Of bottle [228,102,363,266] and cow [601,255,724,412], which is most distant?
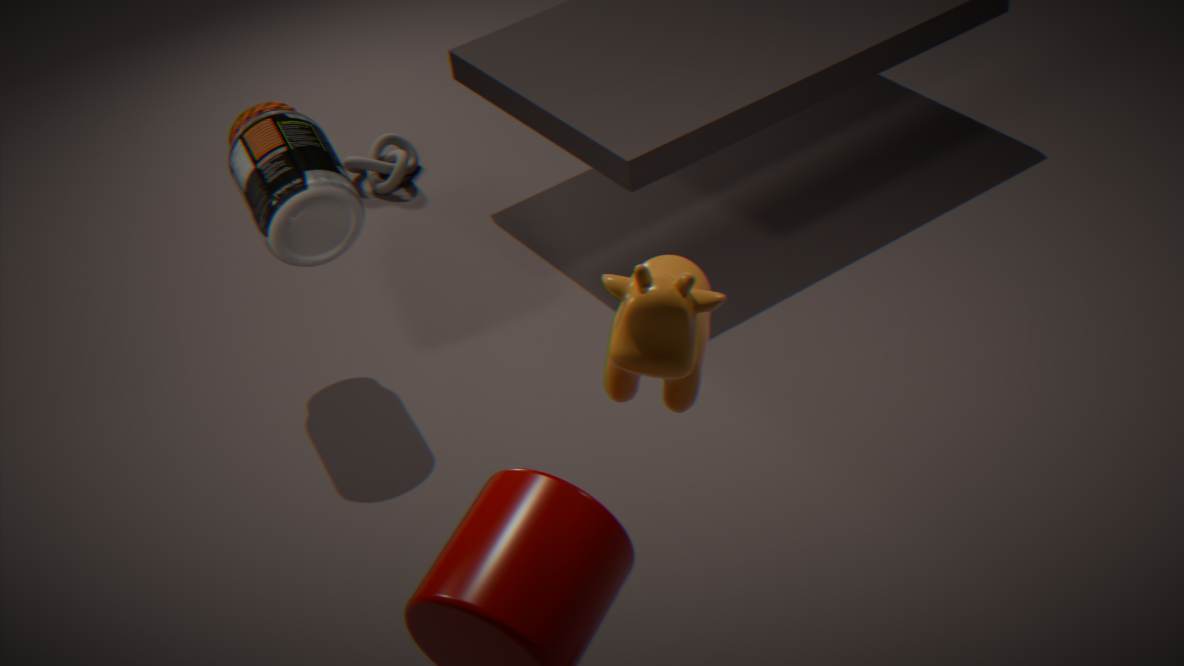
bottle [228,102,363,266]
